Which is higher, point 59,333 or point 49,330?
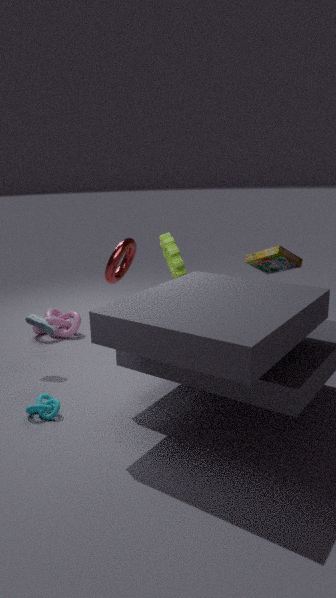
point 49,330
